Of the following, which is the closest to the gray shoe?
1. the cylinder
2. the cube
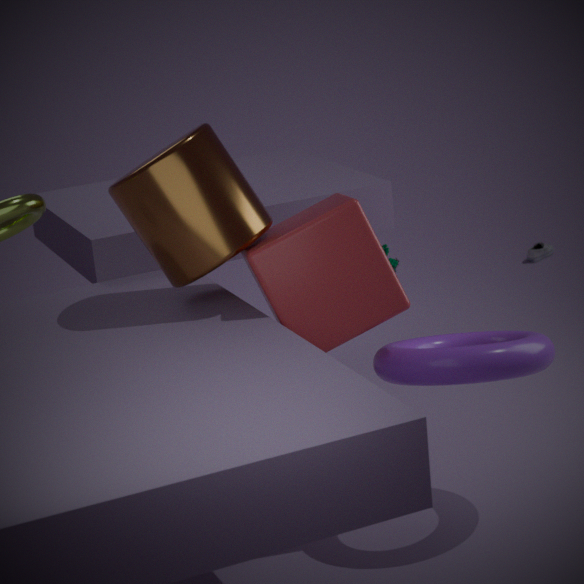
the cube
